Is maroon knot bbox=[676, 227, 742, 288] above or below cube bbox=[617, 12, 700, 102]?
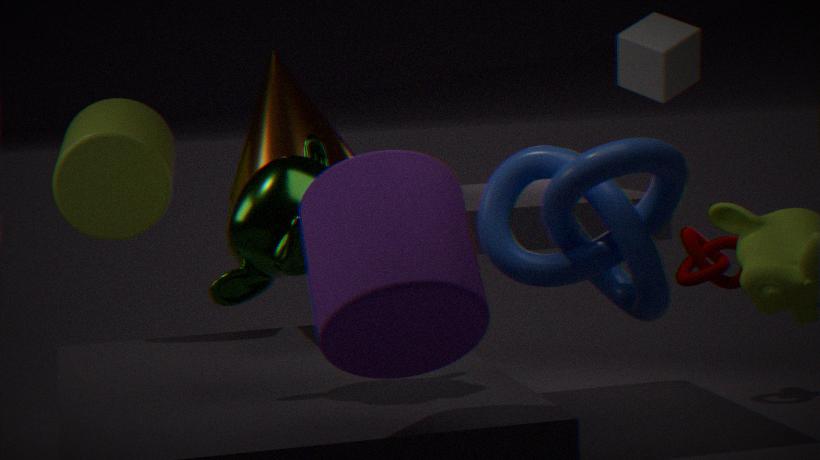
below
